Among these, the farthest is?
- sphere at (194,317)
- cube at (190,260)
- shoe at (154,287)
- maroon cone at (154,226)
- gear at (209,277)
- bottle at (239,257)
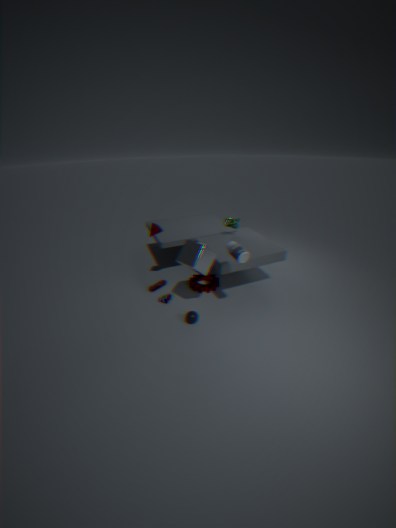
shoe at (154,287)
